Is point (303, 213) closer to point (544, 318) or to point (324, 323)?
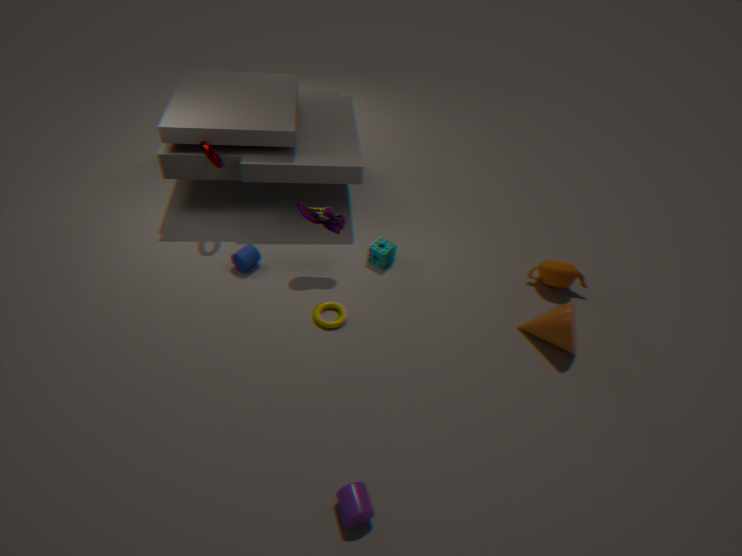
point (324, 323)
